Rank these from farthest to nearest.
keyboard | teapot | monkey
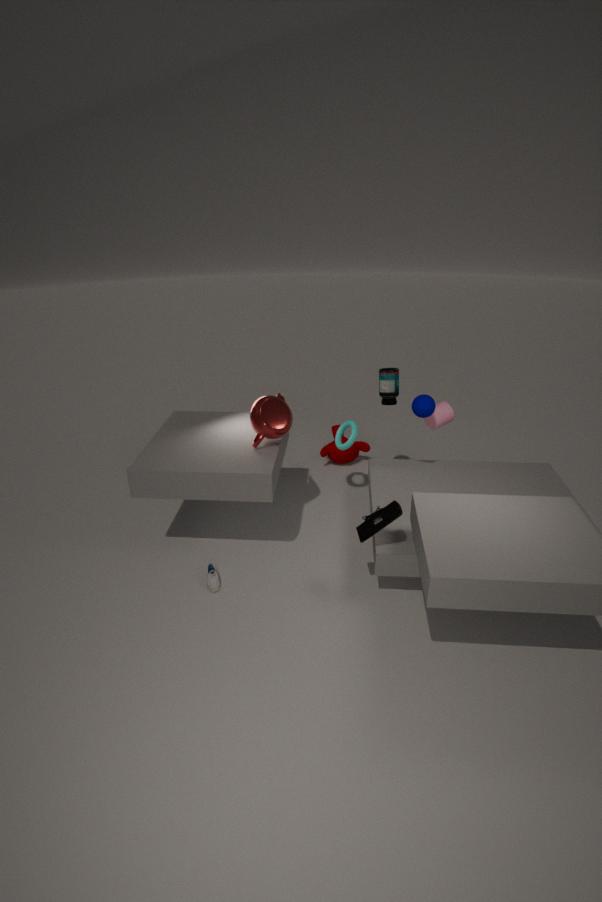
monkey
teapot
keyboard
